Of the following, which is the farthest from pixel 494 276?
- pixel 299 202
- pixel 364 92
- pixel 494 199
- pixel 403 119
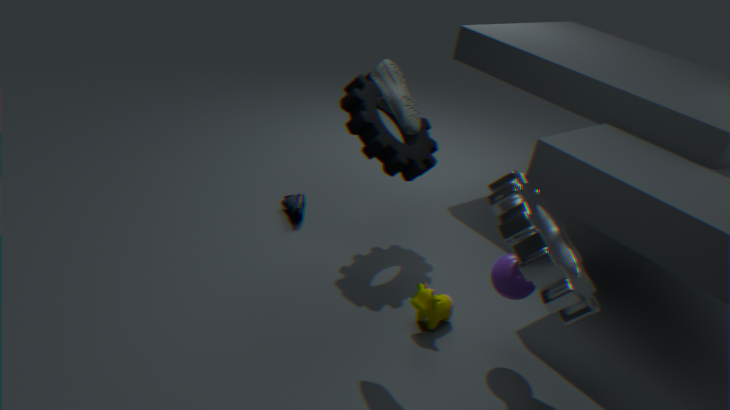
pixel 299 202
